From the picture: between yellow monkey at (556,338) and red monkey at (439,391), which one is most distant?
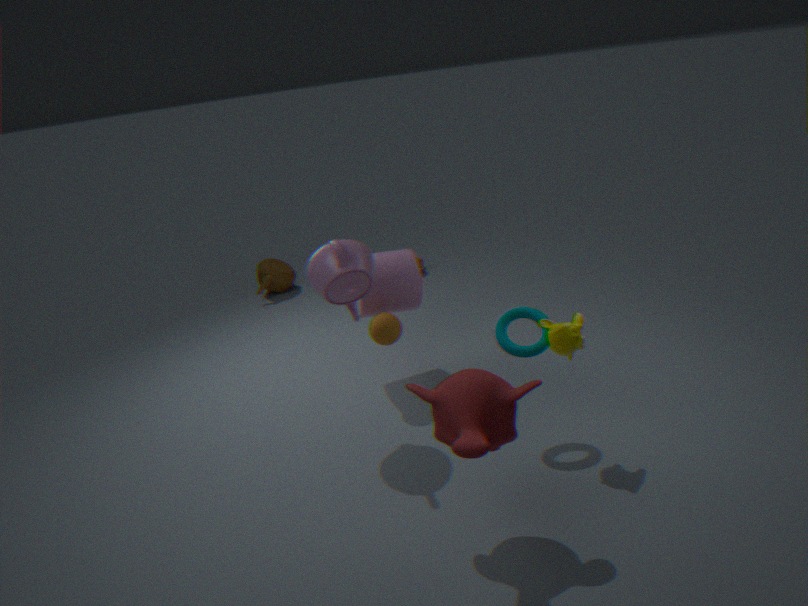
yellow monkey at (556,338)
